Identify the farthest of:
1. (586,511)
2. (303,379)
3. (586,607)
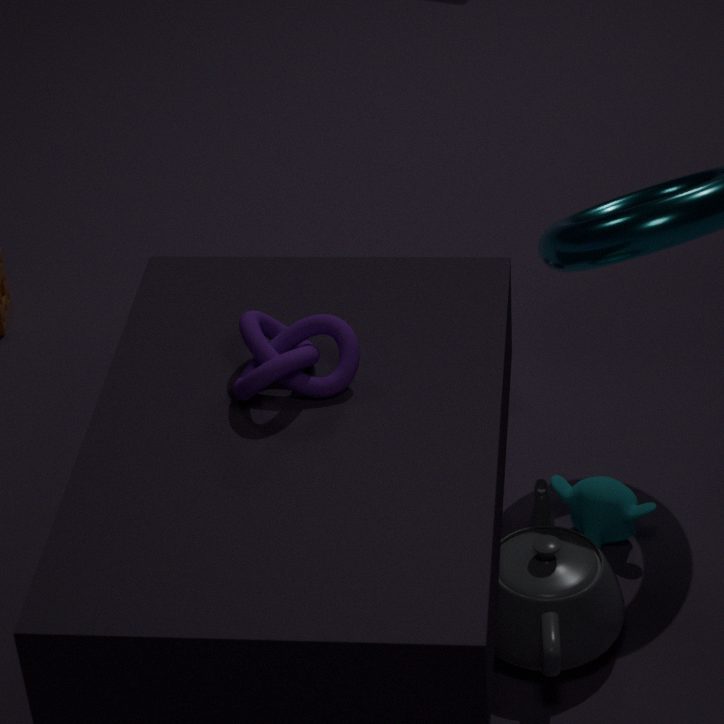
(586,511)
